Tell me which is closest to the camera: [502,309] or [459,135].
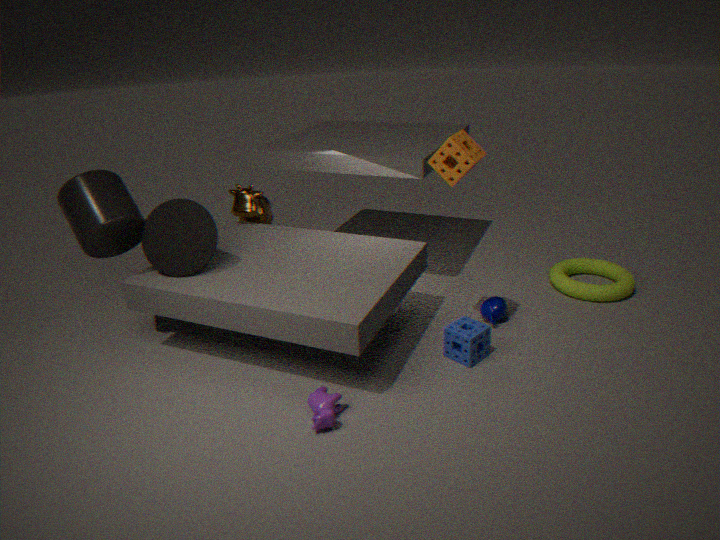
[459,135]
